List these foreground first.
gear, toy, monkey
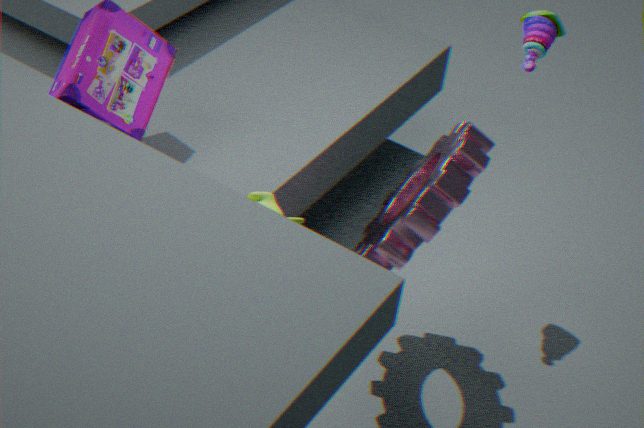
monkey
gear
toy
